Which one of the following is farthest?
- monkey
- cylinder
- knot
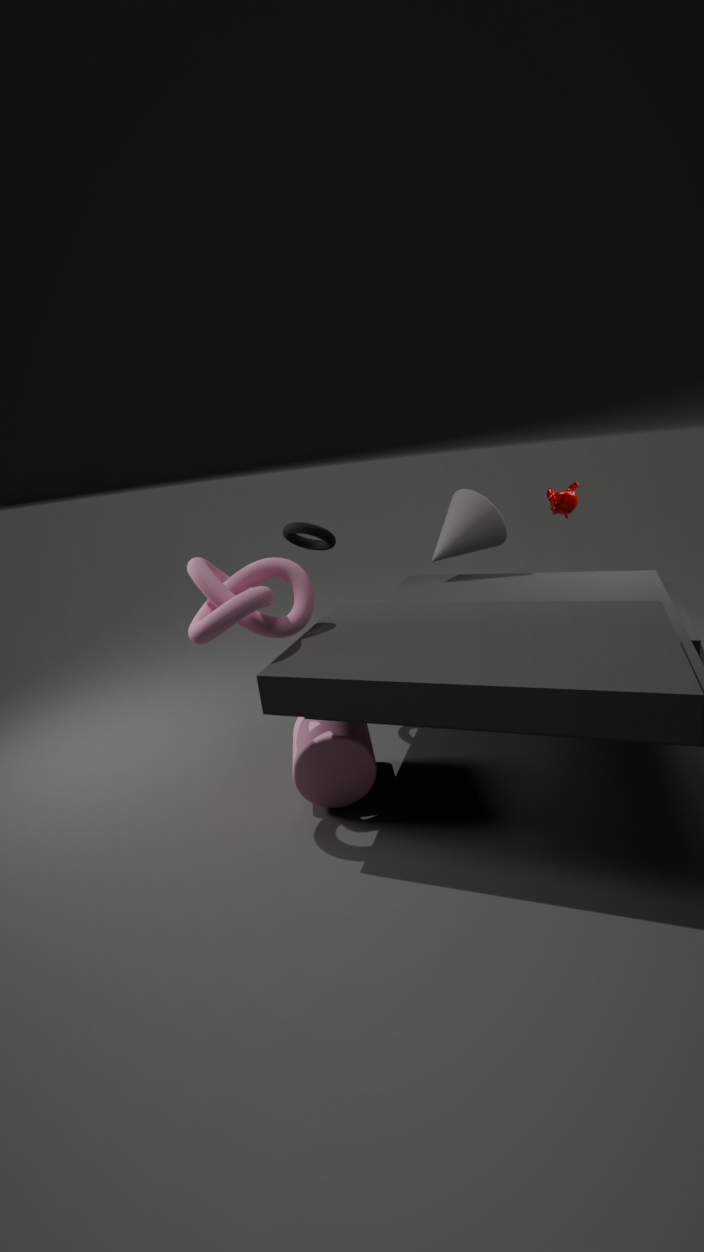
monkey
